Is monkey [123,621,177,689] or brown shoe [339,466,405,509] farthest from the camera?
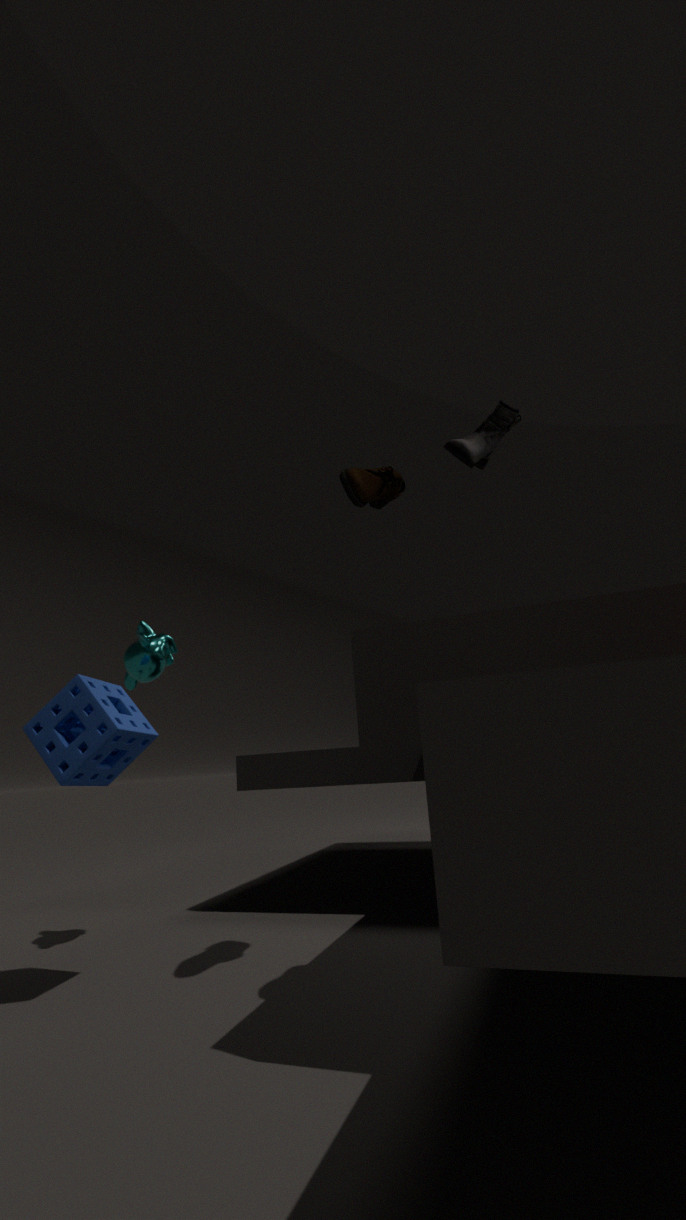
monkey [123,621,177,689]
